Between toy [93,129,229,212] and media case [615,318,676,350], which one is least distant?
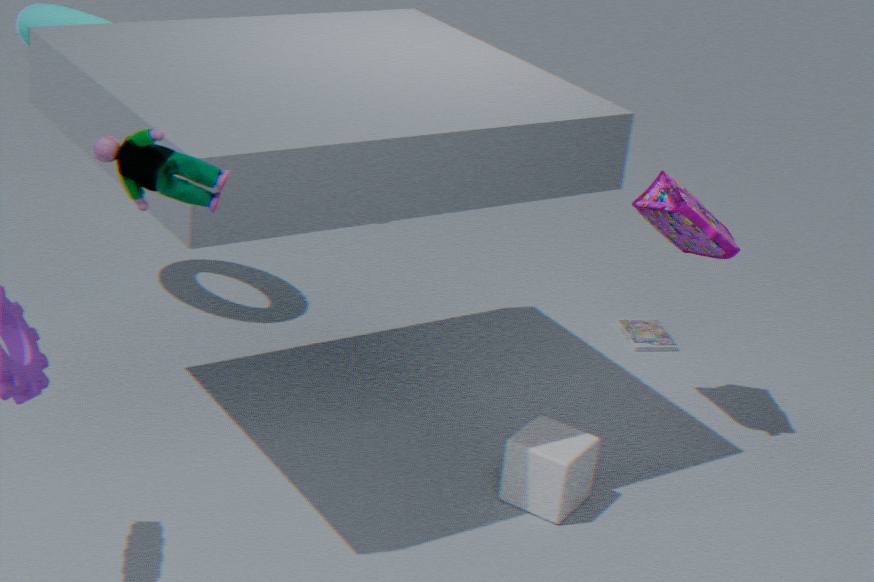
toy [93,129,229,212]
